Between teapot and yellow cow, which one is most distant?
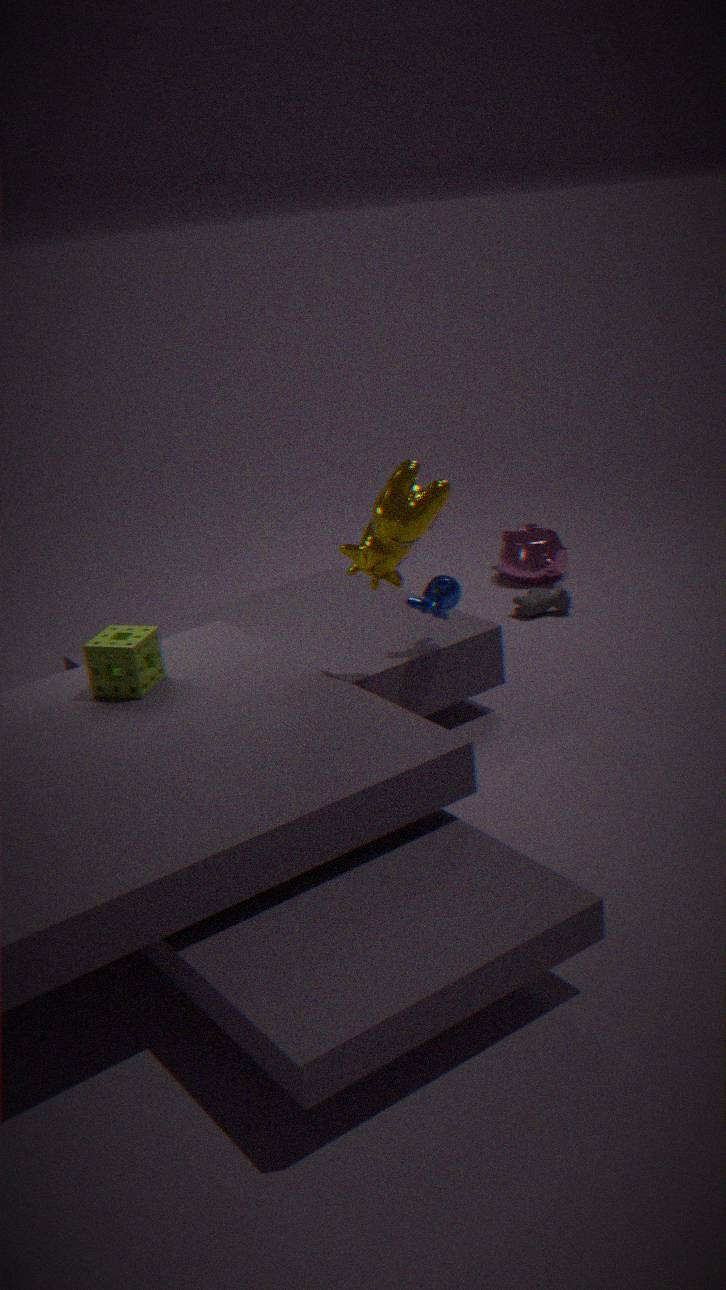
teapot
